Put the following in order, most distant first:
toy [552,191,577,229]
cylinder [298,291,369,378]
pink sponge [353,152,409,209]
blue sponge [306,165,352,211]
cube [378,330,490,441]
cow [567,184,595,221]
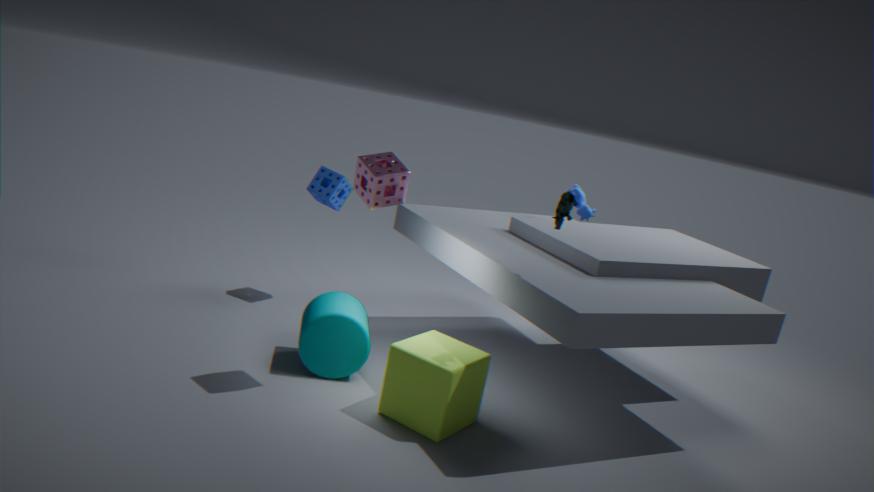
cow [567,184,595,221] → blue sponge [306,165,352,211] → cylinder [298,291,369,378] → cube [378,330,490,441] → pink sponge [353,152,409,209] → toy [552,191,577,229]
